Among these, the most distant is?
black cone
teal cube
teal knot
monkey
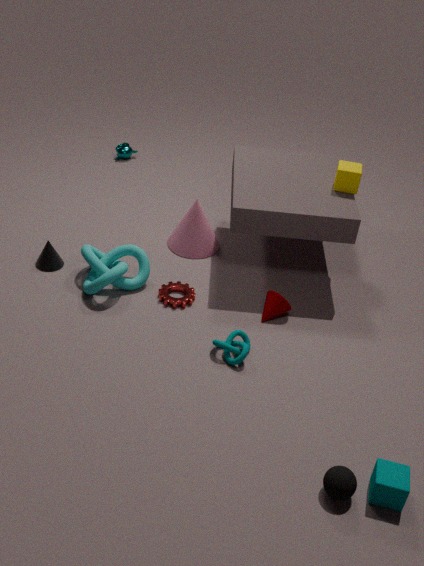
monkey
